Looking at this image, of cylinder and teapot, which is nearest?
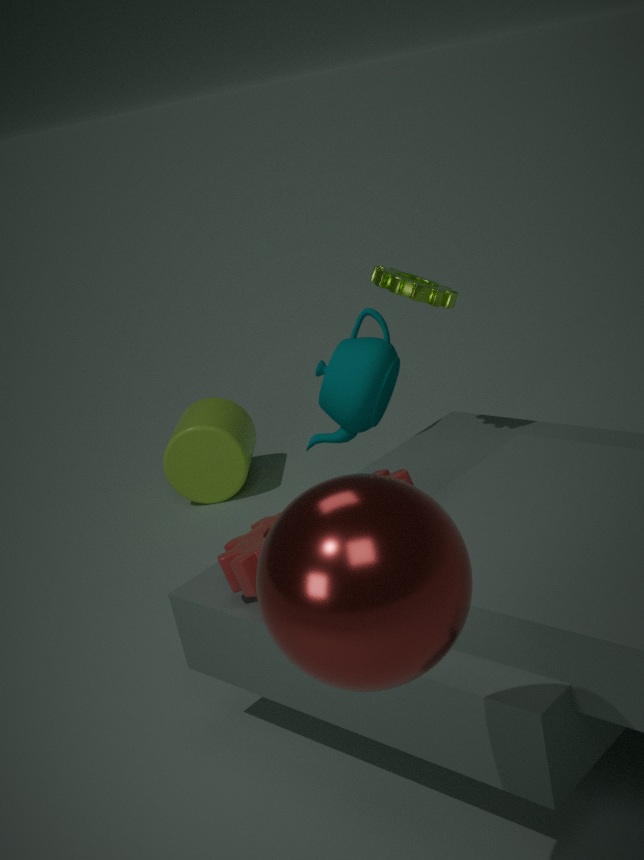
teapot
